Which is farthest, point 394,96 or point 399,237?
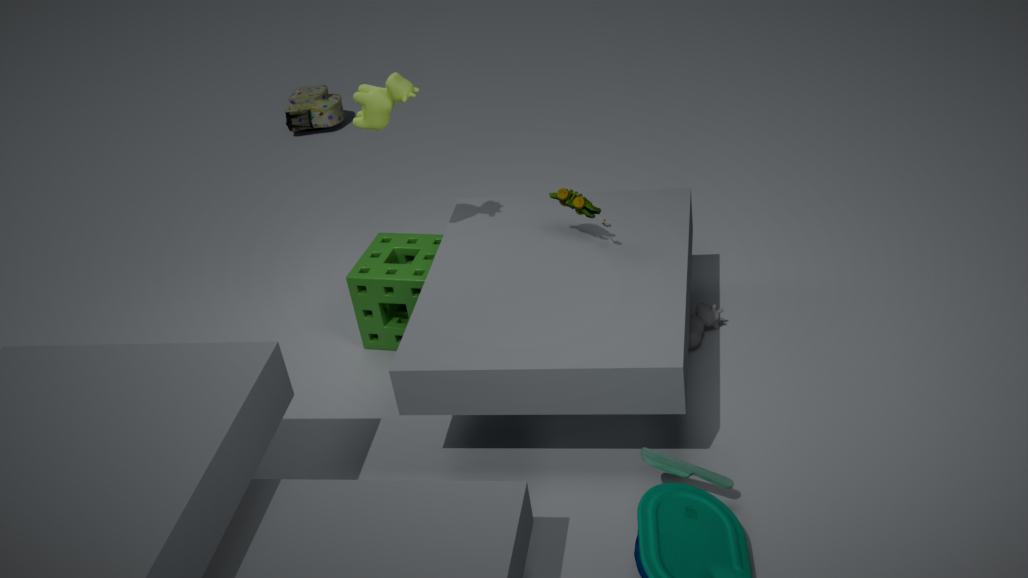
point 399,237
